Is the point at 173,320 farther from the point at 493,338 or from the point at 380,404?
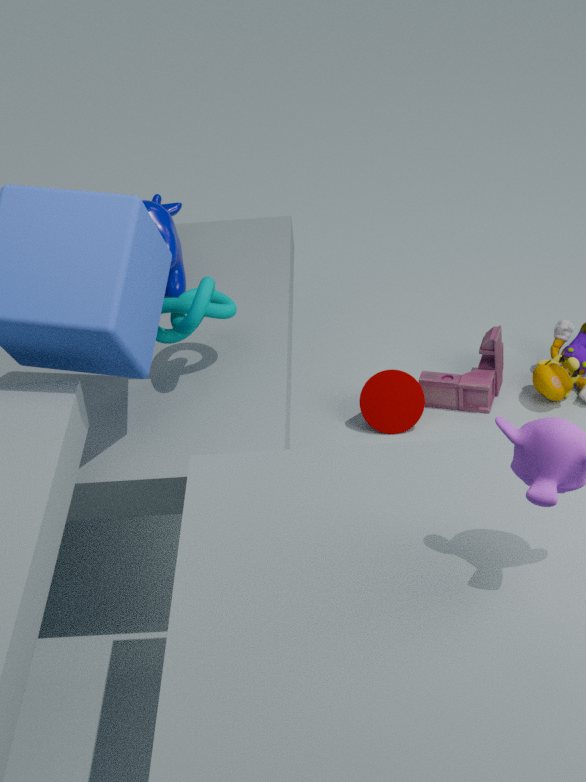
the point at 493,338
